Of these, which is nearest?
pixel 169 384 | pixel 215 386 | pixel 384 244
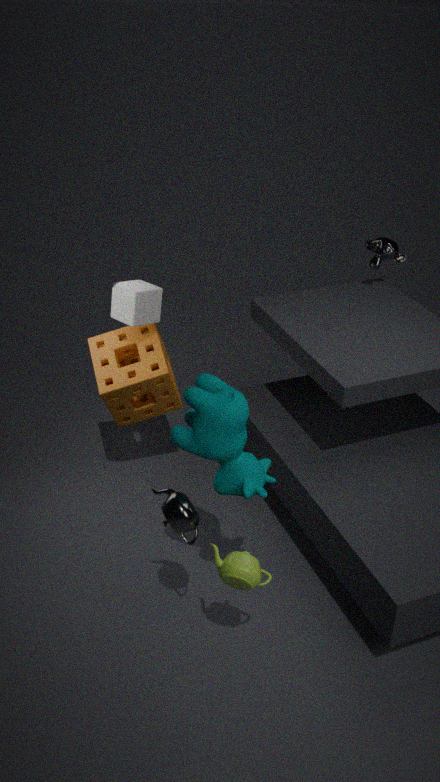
pixel 215 386
